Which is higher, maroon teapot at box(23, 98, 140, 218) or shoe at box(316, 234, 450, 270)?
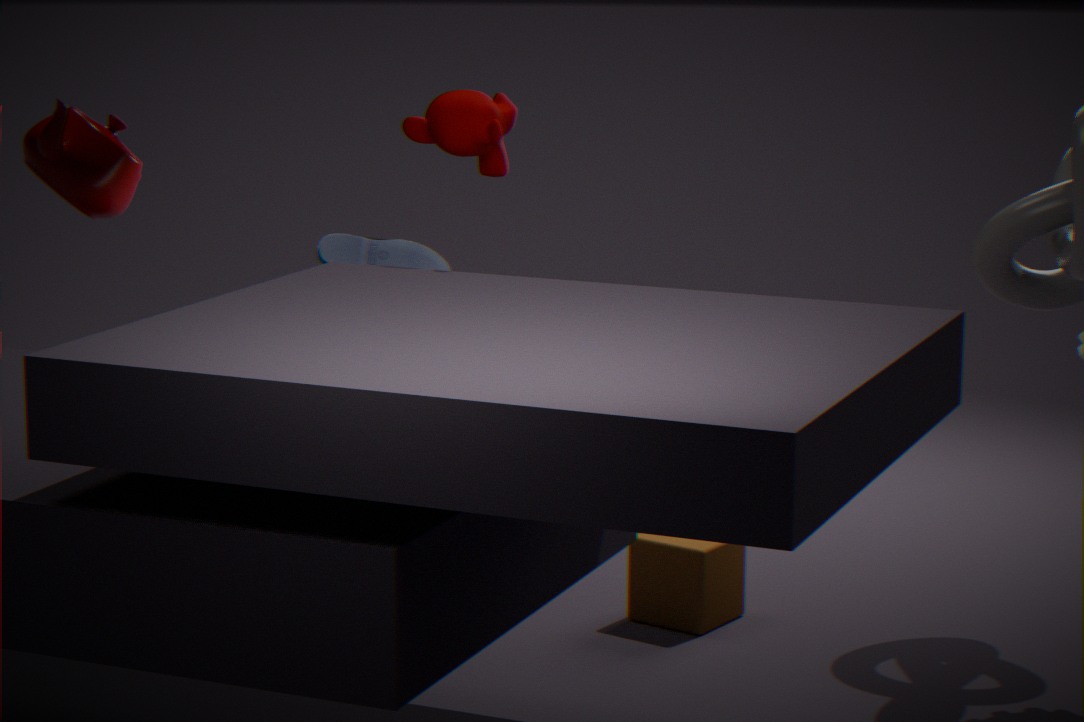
maroon teapot at box(23, 98, 140, 218)
